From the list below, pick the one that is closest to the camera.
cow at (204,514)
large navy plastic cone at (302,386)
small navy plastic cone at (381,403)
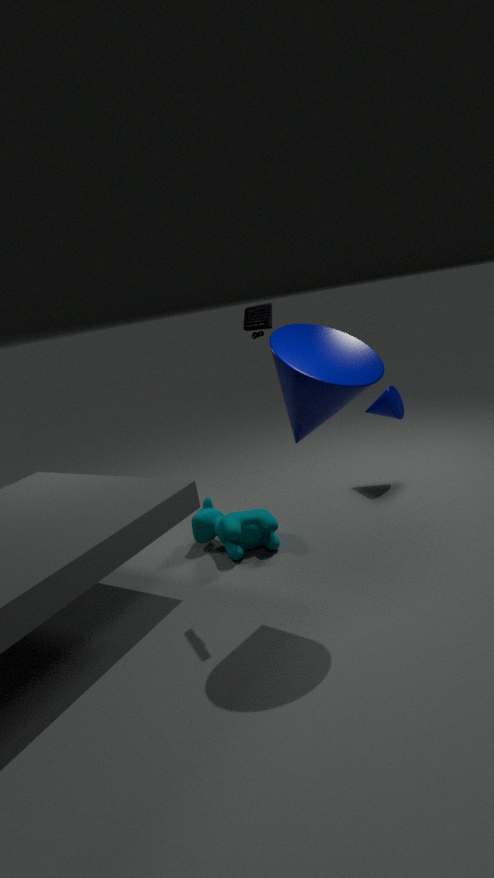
large navy plastic cone at (302,386)
